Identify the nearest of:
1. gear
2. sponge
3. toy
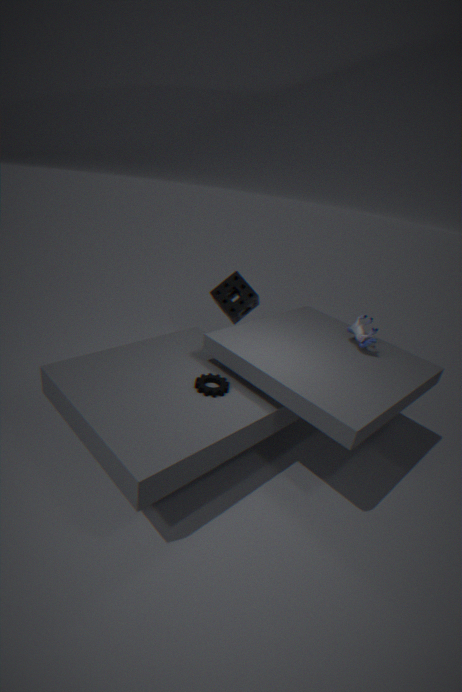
gear
